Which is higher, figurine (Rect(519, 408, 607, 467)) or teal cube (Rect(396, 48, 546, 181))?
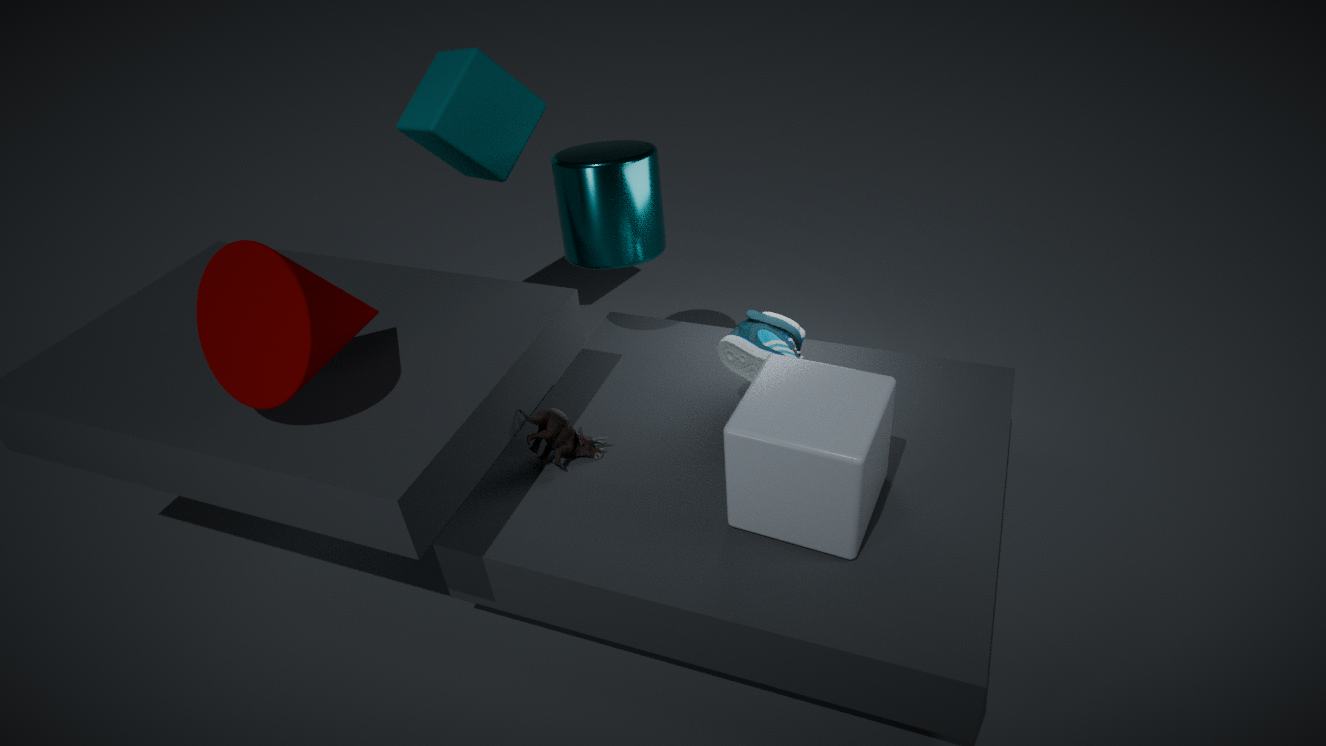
teal cube (Rect(396, 48, 546, 181))
